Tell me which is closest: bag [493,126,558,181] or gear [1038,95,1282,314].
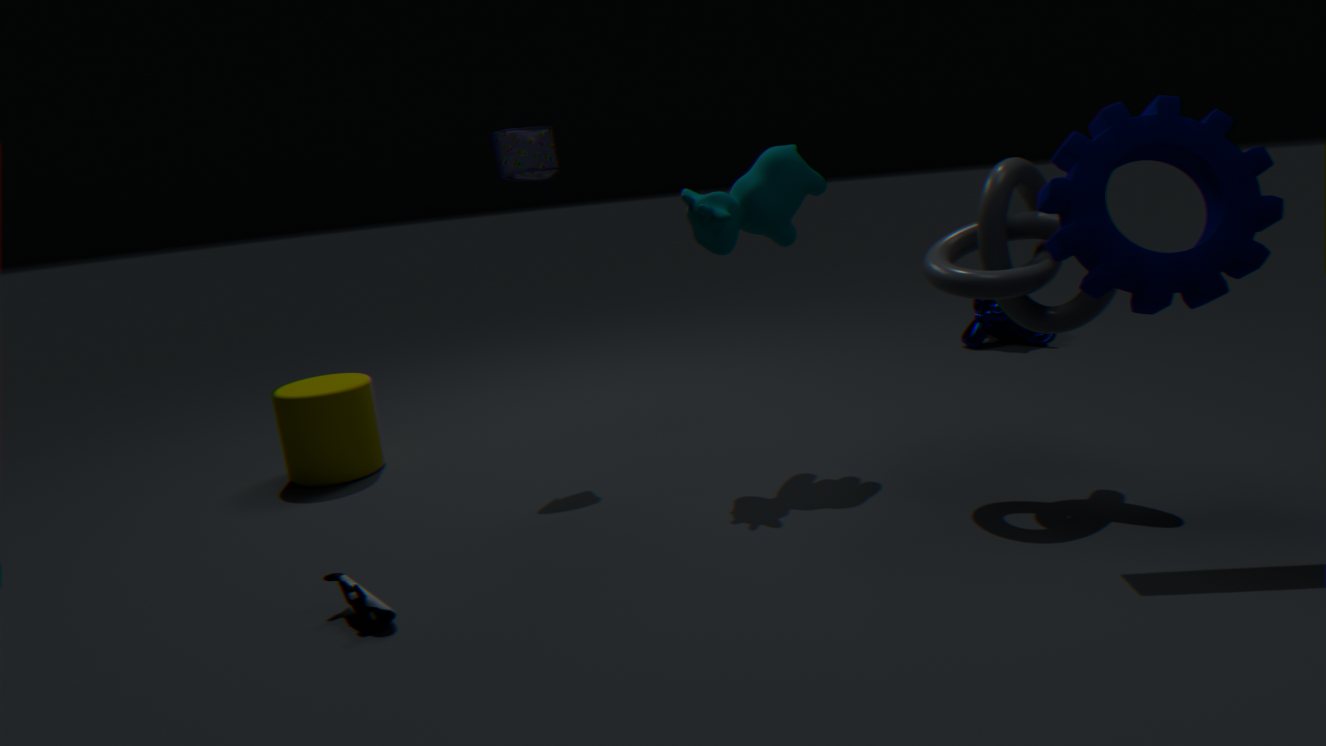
gear [1038,95,1282,314]
